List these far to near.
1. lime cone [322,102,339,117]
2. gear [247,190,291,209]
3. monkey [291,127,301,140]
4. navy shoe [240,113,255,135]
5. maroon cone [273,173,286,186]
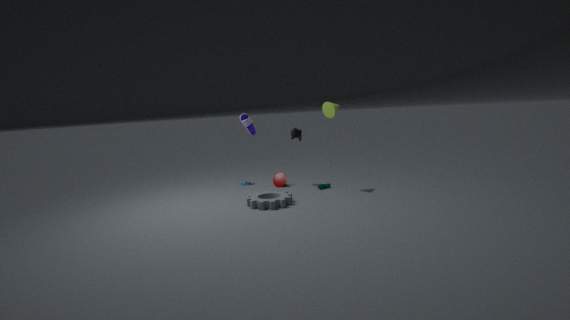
1. maroon cone [273,173,286,186]
2. monkey [291,127,301,140]
3. navy shoe [240,113,255,135]
4. lime cone [322,102,339,117]
5. gear [247,190,291,209]
